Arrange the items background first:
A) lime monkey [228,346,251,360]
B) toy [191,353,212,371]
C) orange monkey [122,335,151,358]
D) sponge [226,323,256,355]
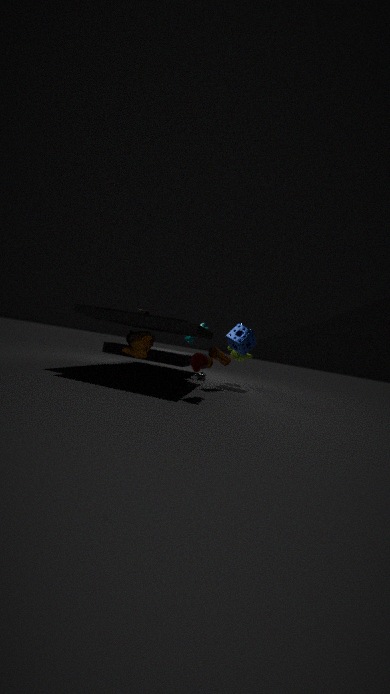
1. lime monkey [228,346,251,360]
2. sponge [226,323,256,355]
3. orange monkey [122,335,151,358]
4. toy [191,353,212,371]
